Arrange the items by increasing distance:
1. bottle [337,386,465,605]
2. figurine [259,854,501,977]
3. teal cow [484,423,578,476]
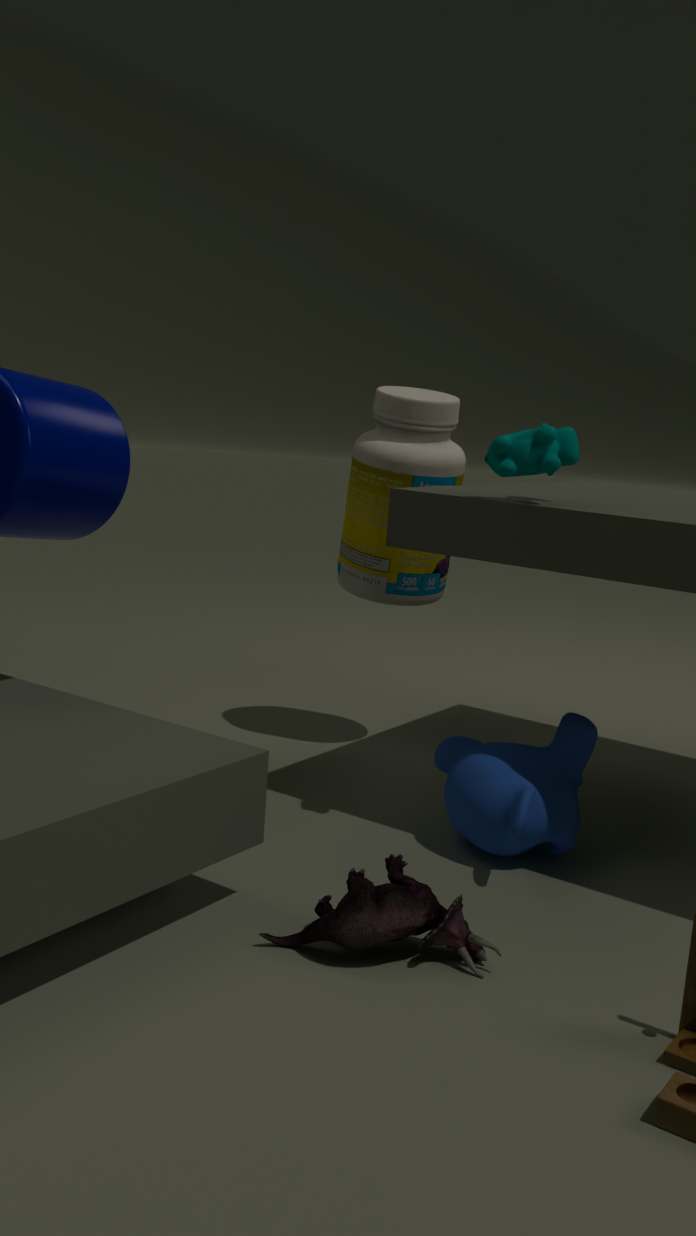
figurine [259,854,501,977] < teal cow [484,423,578,476] < bottle [337,386,465,605]
